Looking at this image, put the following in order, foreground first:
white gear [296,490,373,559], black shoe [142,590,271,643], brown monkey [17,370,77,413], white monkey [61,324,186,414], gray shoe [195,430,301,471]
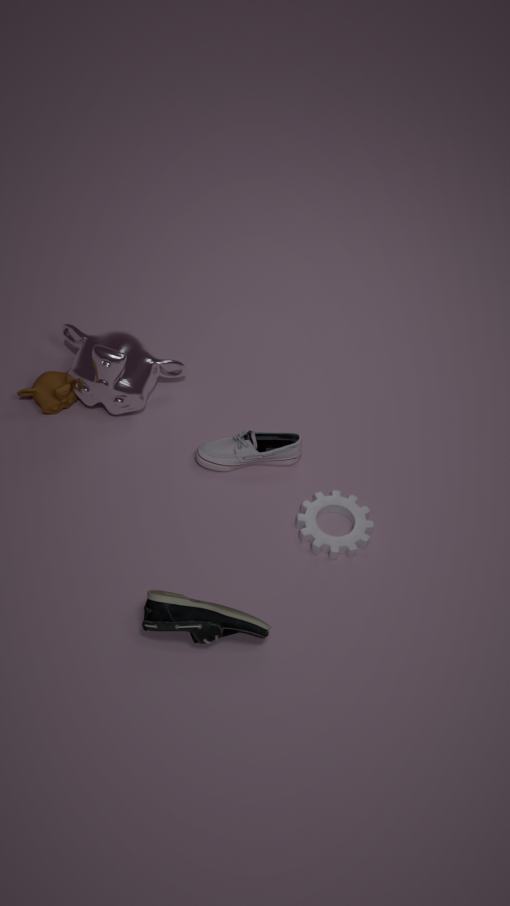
black shoe [142,590,271,643] < white gear [296,490,373,559] < white monkey [61,324,186,414] < gray shoe [195,430,301,471] < brown monkey [17,370,77,413]
